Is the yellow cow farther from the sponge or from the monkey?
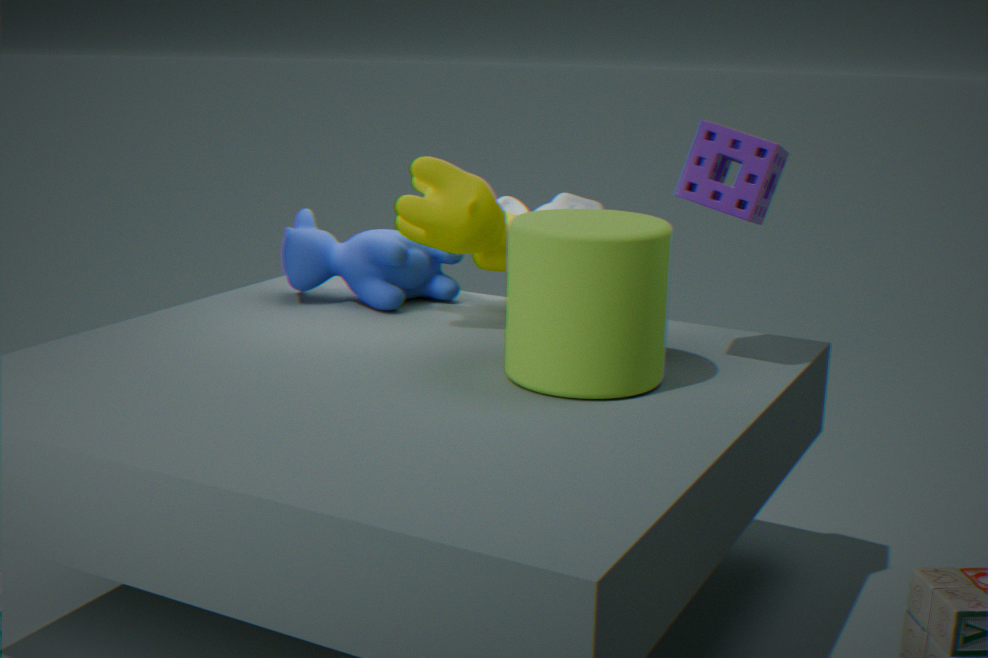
the sponge
